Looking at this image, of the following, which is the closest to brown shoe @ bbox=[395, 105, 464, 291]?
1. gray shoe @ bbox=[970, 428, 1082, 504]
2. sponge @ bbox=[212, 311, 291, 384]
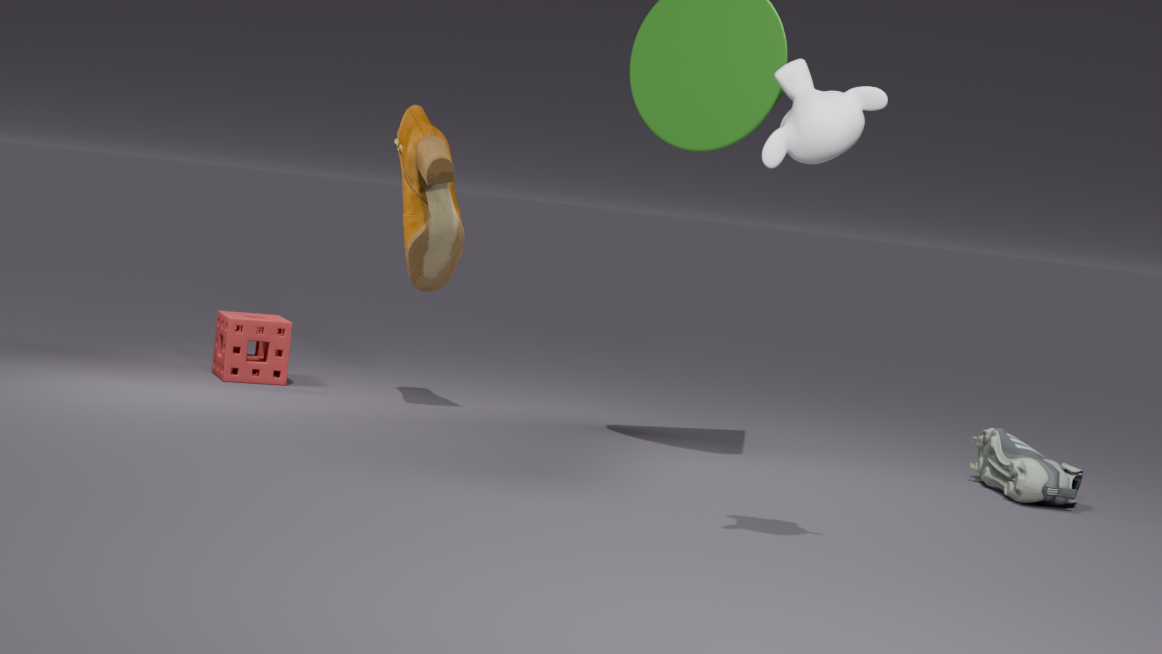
sponge @ bbox=[212, 311, 291, 384]
